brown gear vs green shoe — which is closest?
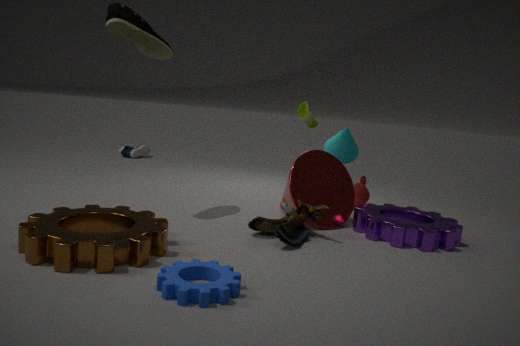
brown gear
